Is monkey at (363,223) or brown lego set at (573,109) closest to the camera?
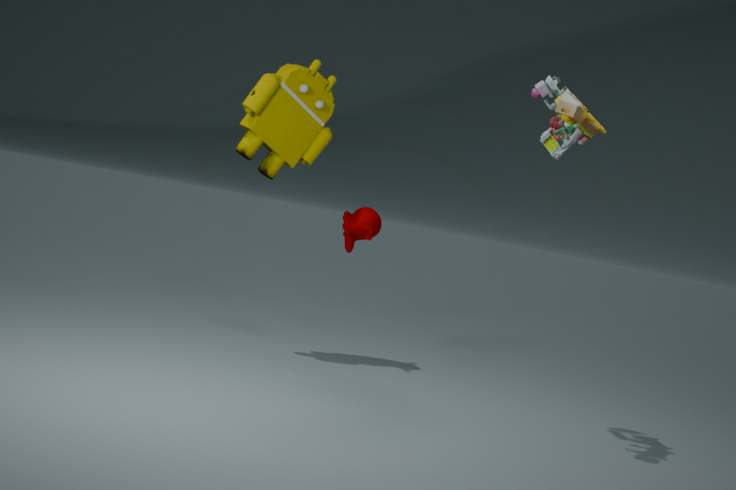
brown lego set at (573,109)
